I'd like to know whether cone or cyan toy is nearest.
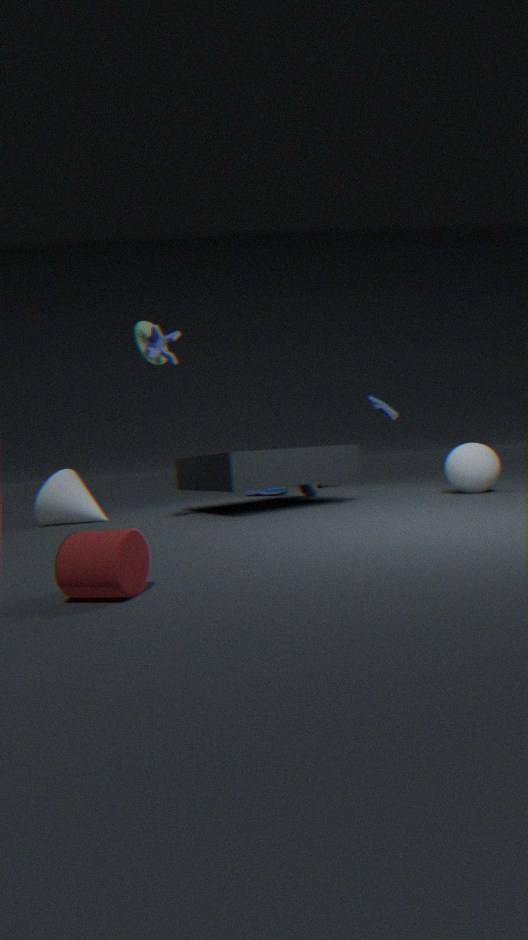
cyan toy
